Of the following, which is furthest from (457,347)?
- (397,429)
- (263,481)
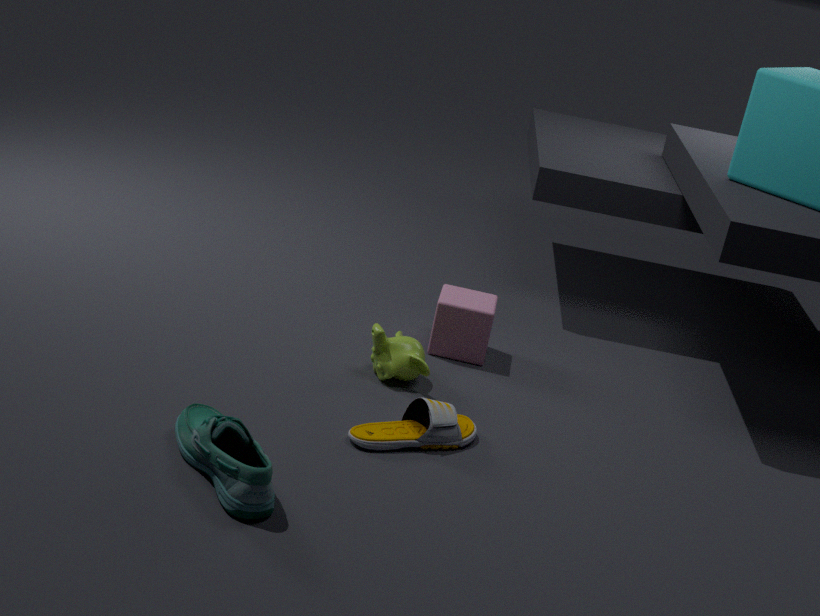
(263,481)
